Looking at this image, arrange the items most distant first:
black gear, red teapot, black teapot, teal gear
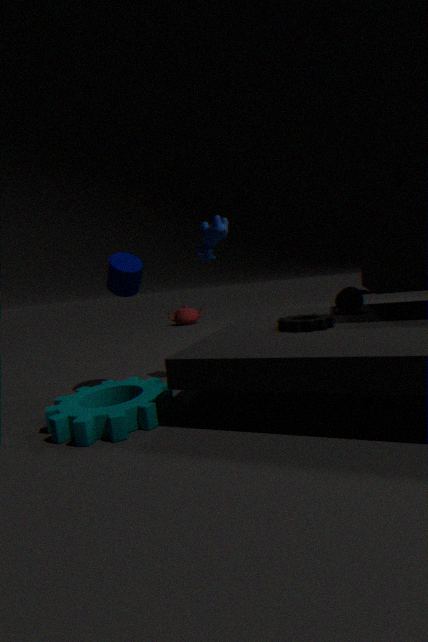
red teapot → black teapot → black gear → teal gear
